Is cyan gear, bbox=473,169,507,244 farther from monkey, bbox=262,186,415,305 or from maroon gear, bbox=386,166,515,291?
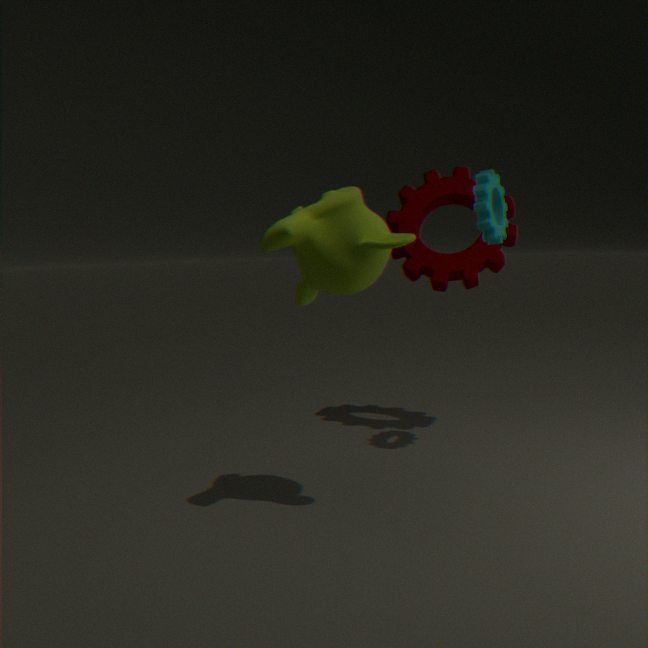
monkey, bbox=262,186,415,305
